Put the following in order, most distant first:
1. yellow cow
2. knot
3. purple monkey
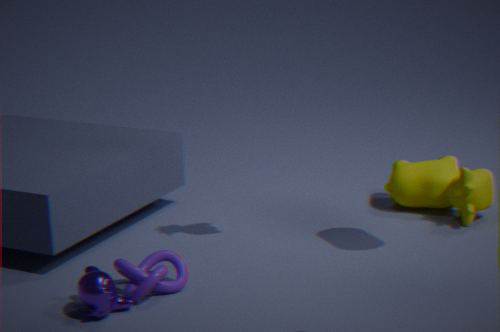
yellow cow
knot
purple monkey
